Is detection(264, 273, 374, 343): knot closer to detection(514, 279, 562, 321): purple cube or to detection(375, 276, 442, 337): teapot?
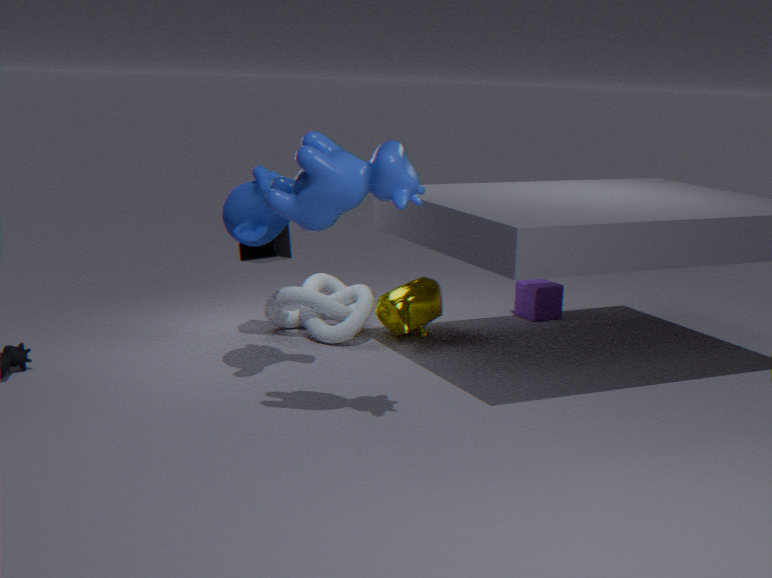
detection(375, 276, 442, 337): teapot
